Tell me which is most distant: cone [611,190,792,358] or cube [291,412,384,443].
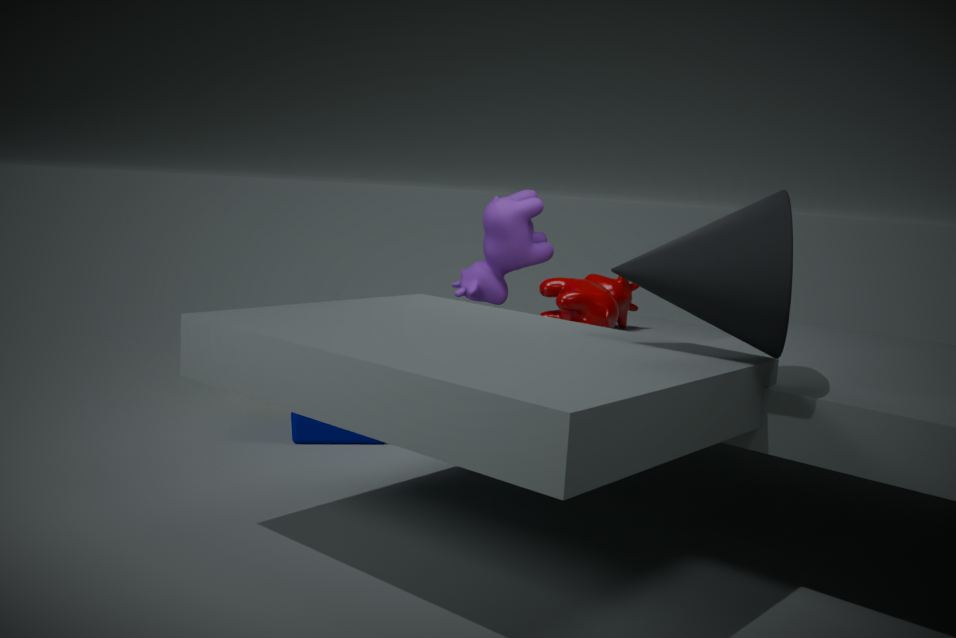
cube [291,412,384,443]
